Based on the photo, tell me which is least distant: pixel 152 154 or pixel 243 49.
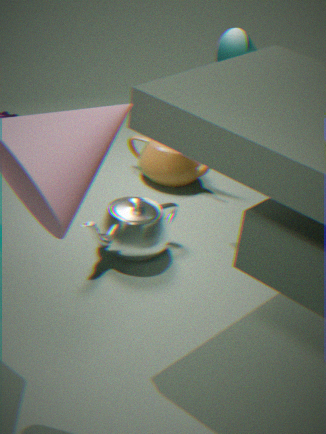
pixel 243 49
